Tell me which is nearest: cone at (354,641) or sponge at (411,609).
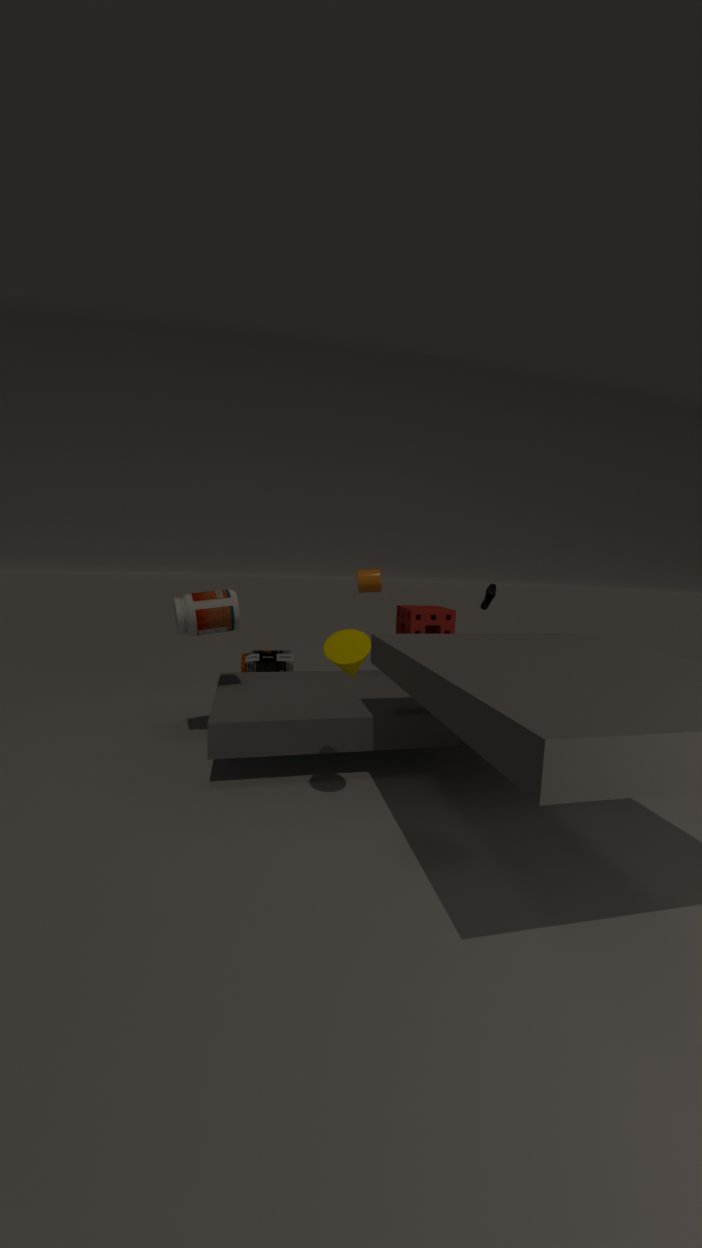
cone at (354,641)
